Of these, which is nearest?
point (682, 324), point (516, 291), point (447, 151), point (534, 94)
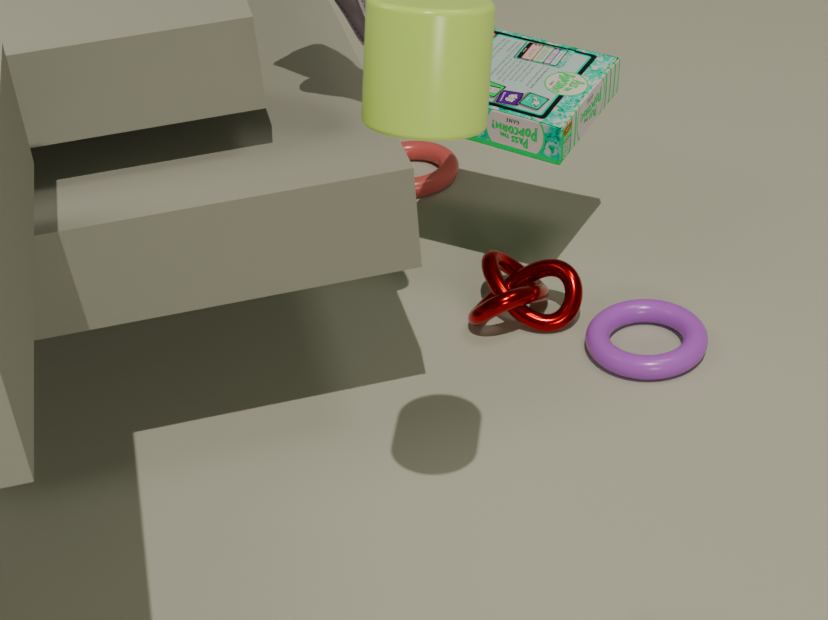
point (682, 324)
